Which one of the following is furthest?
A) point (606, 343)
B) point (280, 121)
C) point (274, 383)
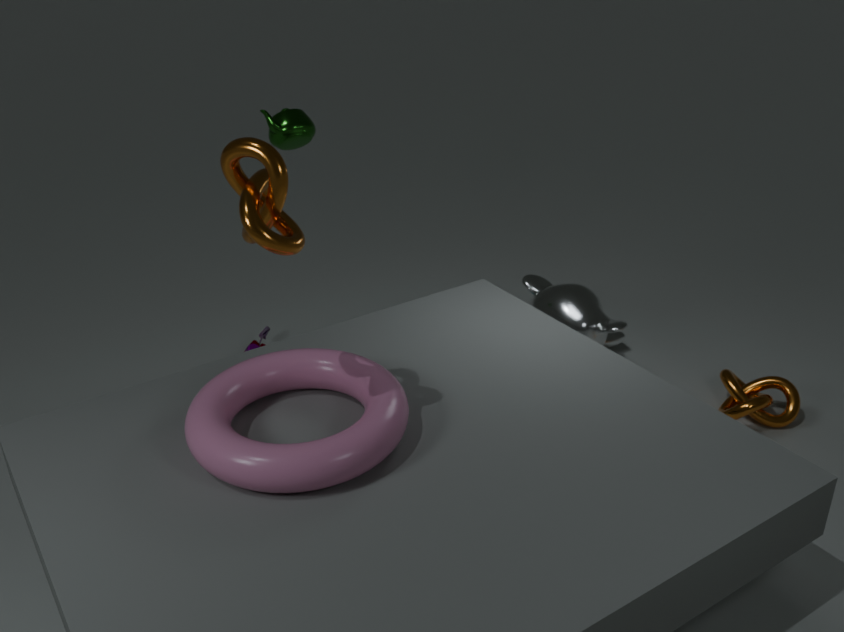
point (606, 343)
